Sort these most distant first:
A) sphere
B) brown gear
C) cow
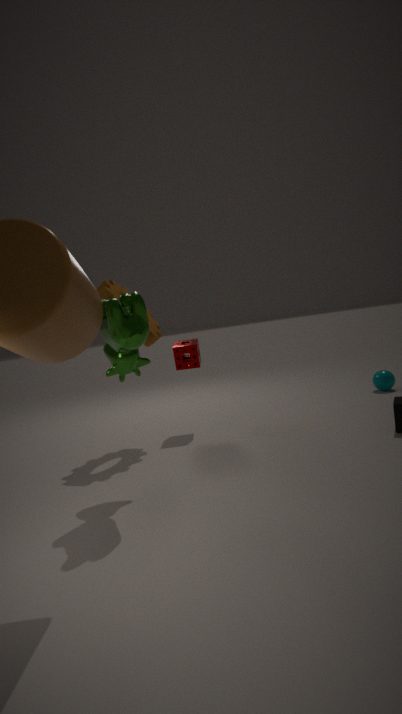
1. sphere
2. brown gear
3. cow
